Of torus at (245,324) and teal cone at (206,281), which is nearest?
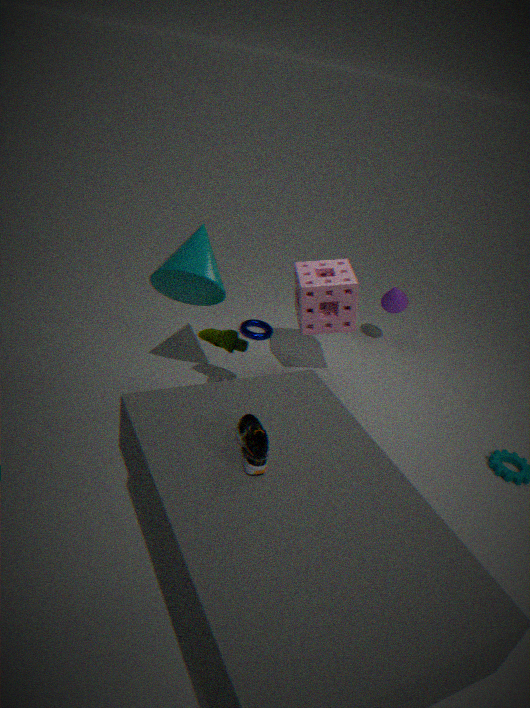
teal cone at (206,281)
